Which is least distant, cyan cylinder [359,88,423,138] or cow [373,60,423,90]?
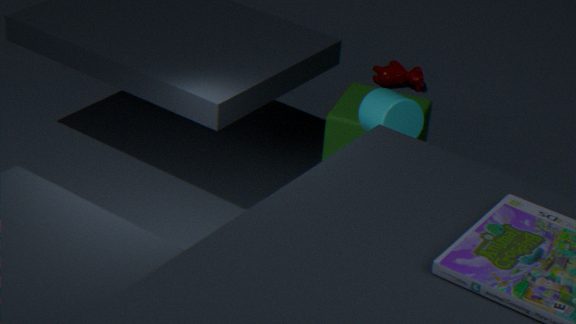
cyan cylinder [359,88,423,138]
